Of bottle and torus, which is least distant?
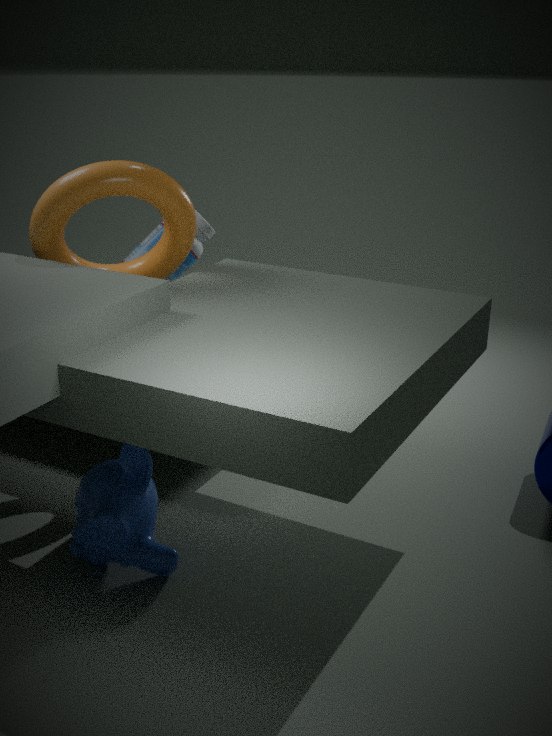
torus
